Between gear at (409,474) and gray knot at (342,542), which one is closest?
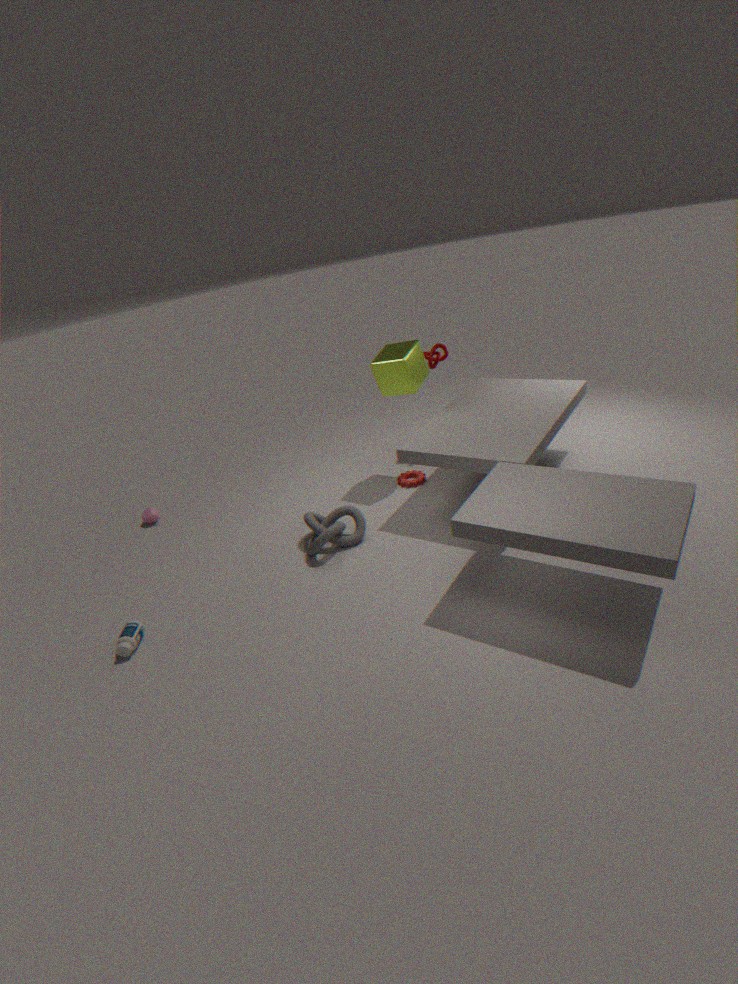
gray knot at (342,542)
